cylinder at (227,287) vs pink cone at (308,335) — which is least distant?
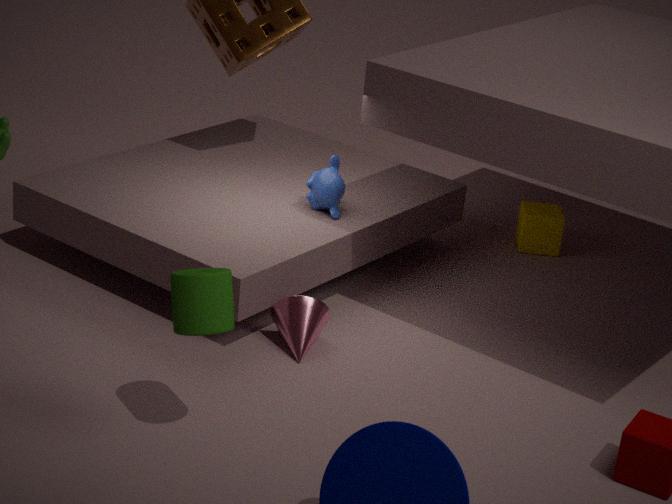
cylinder at (227,287)
